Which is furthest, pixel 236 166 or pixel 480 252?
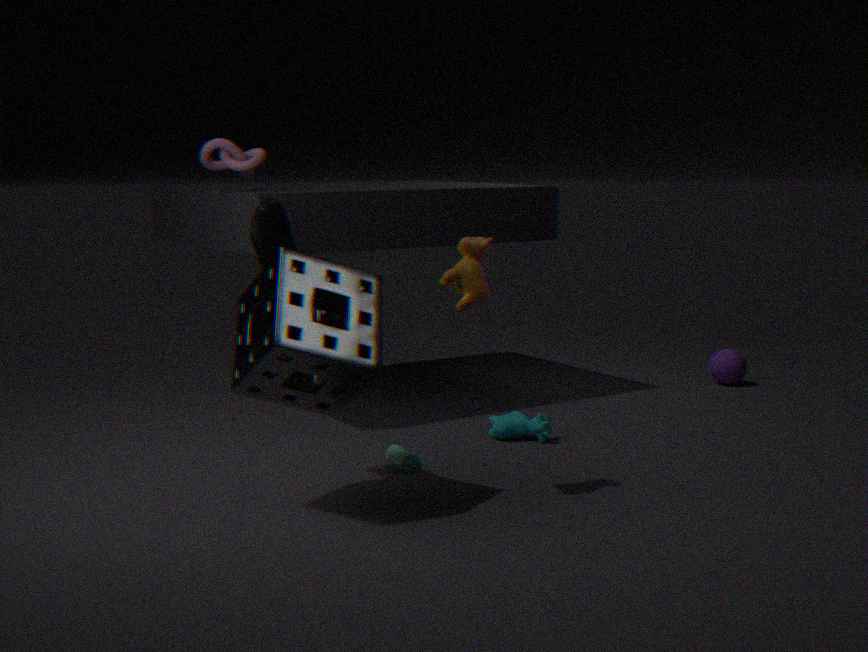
pixel 236 166
